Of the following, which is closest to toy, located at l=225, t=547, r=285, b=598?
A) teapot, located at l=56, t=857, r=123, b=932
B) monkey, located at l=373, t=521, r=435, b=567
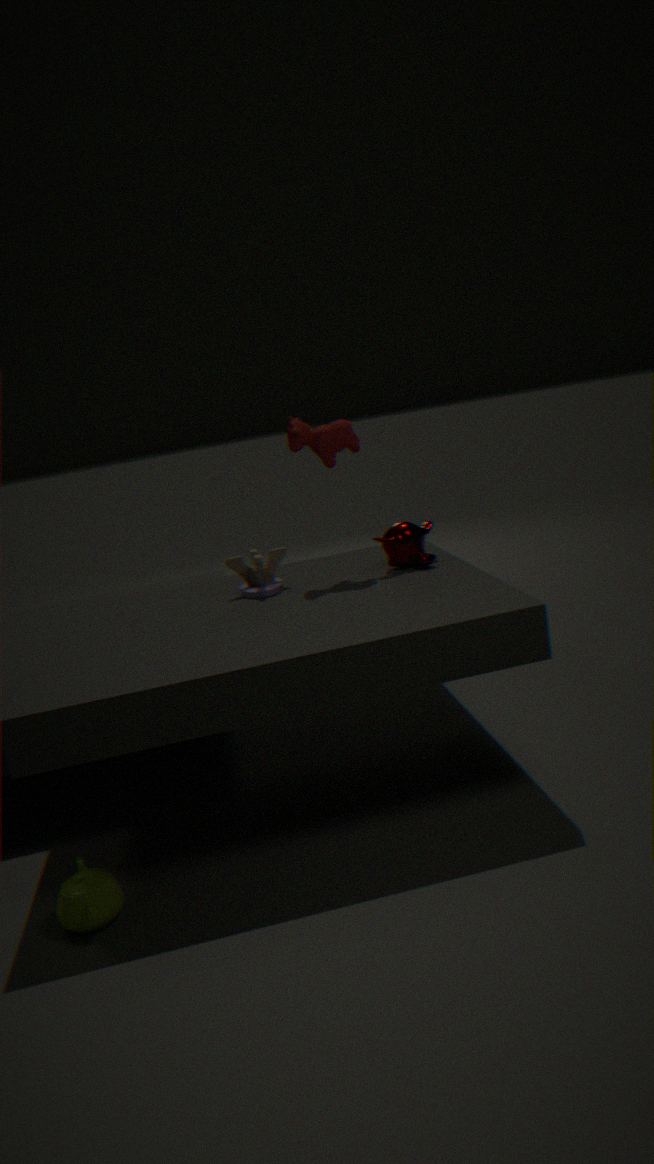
monkey, located at l=373, t=521, r=435, b=567
